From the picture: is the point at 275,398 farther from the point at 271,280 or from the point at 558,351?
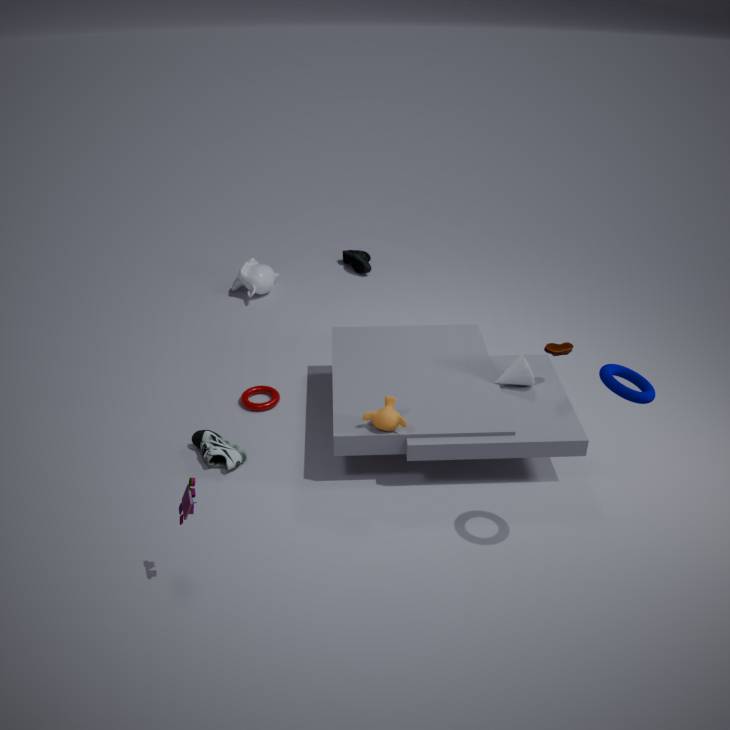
the point at 558,351
